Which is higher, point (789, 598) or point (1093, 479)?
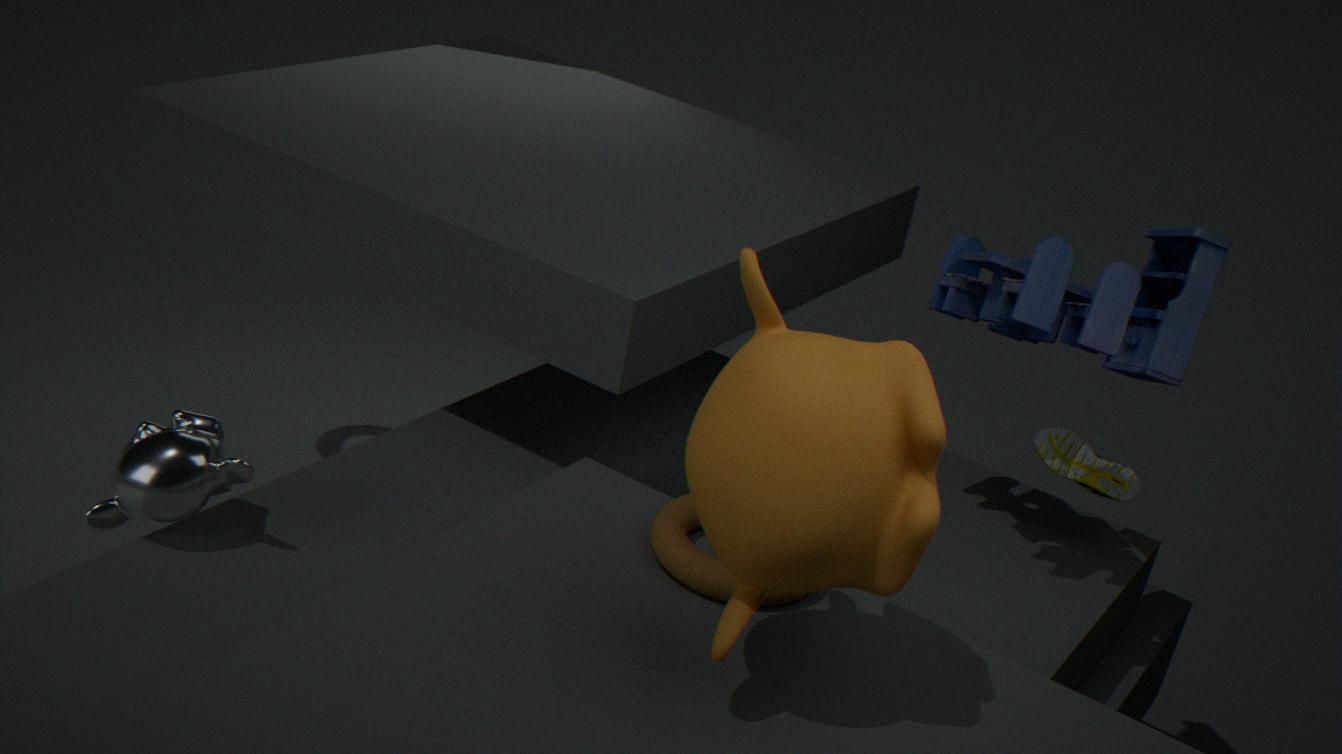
point (1093, 479)
